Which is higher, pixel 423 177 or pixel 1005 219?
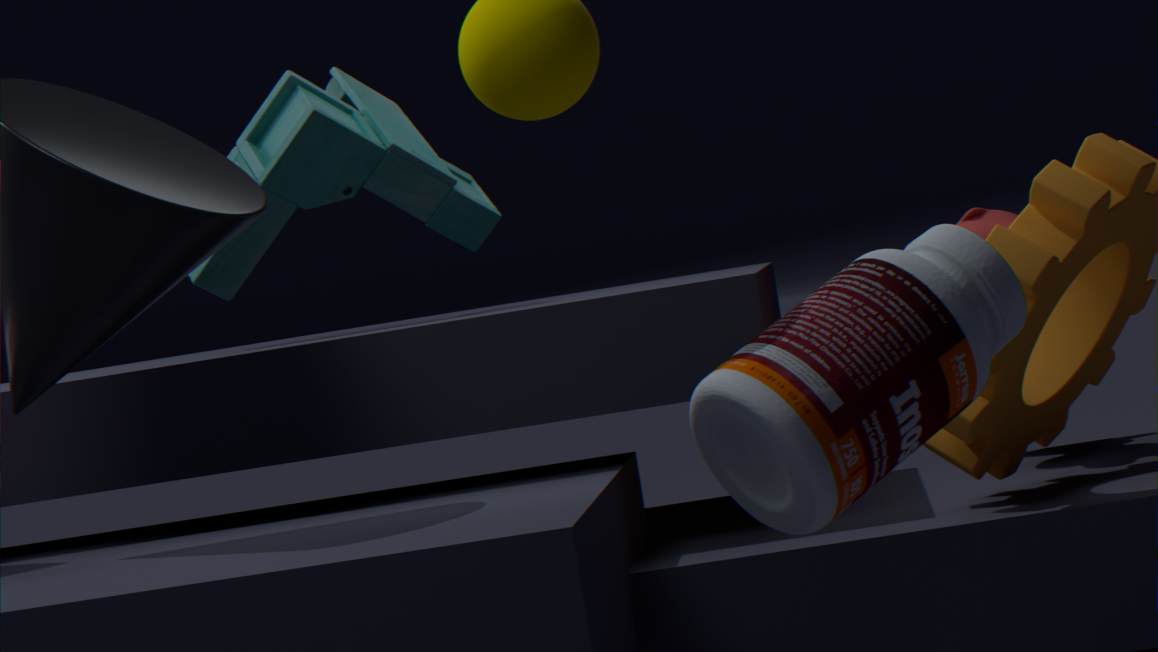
pixel 423 177
